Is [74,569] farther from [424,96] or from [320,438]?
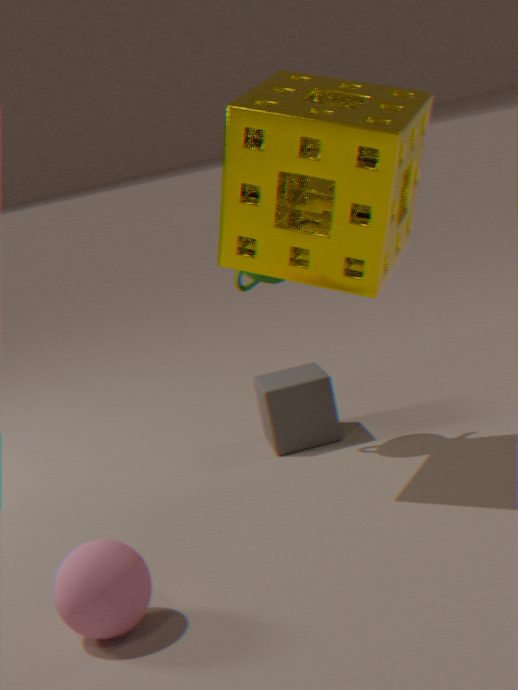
[424,96]
